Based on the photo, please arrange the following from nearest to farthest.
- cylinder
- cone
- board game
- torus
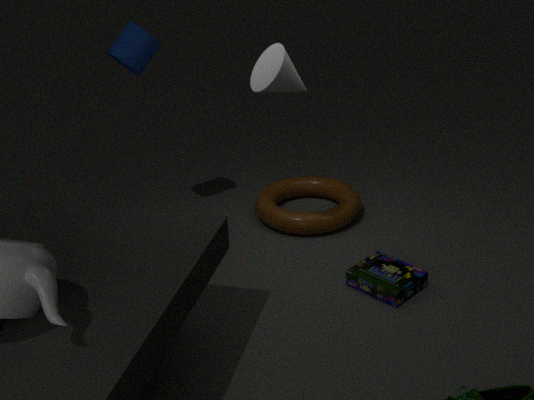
cone, board game, cylinder, torus
